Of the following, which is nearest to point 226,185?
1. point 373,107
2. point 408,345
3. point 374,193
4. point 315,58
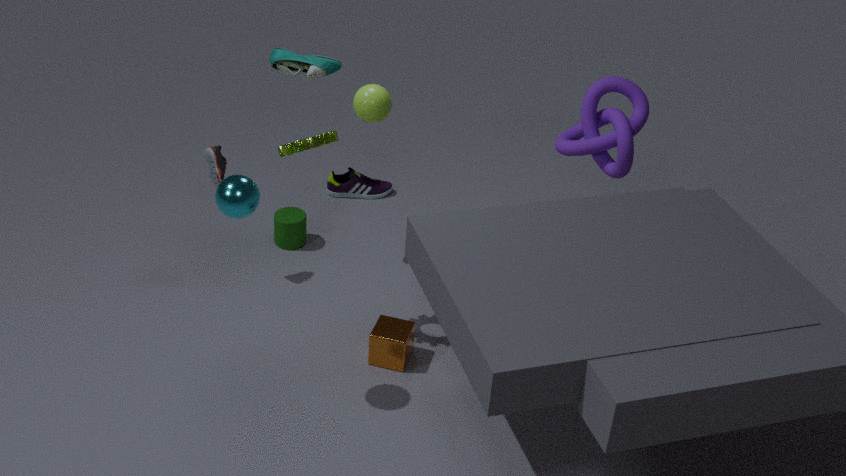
point 373,107
